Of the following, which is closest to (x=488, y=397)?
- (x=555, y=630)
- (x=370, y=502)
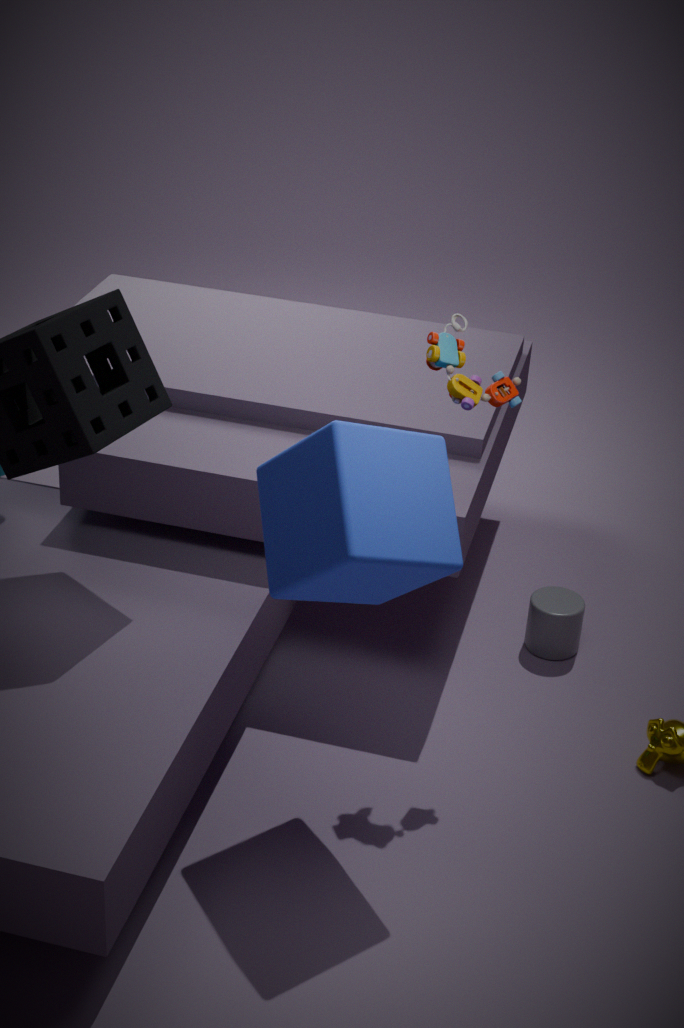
(x=370, y=502)
